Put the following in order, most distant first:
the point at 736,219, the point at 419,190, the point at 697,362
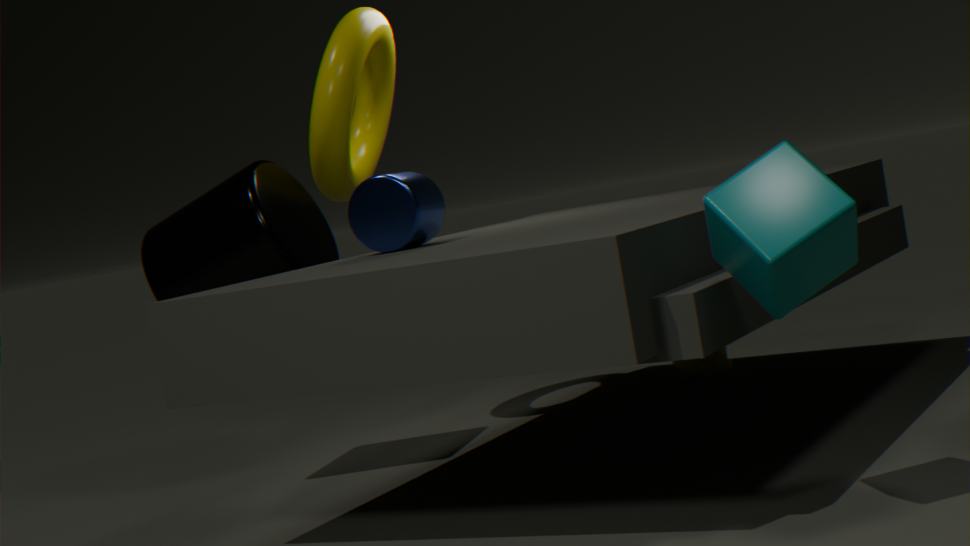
the point at 697,362 < the point at 419,190 < the point at 736,219
